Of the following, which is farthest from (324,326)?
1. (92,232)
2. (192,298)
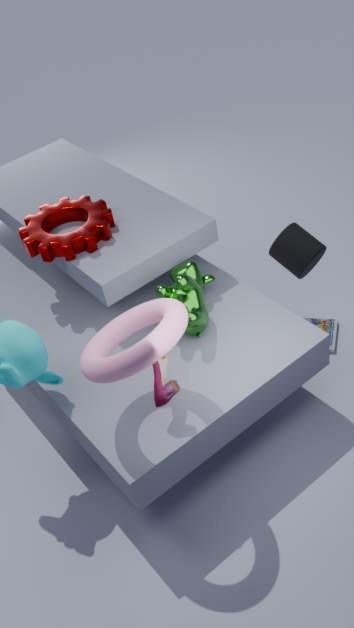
(92,232)
